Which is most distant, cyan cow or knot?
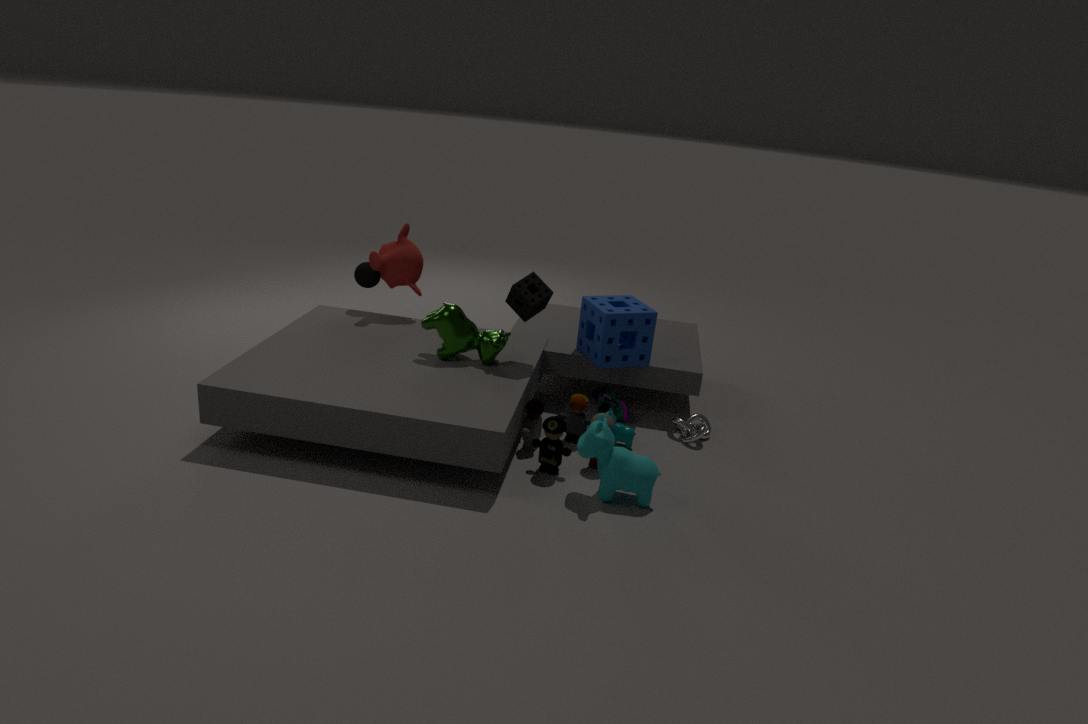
knot
